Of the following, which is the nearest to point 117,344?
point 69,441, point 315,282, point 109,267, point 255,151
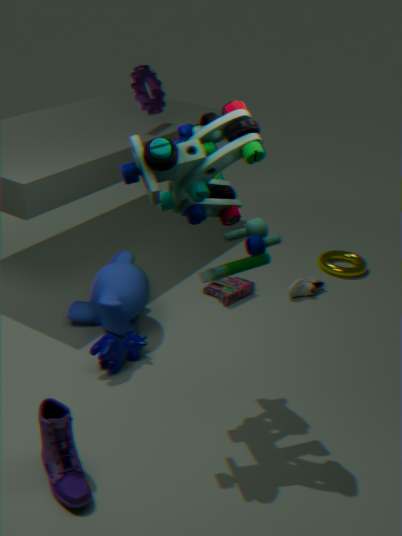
point 109,267
